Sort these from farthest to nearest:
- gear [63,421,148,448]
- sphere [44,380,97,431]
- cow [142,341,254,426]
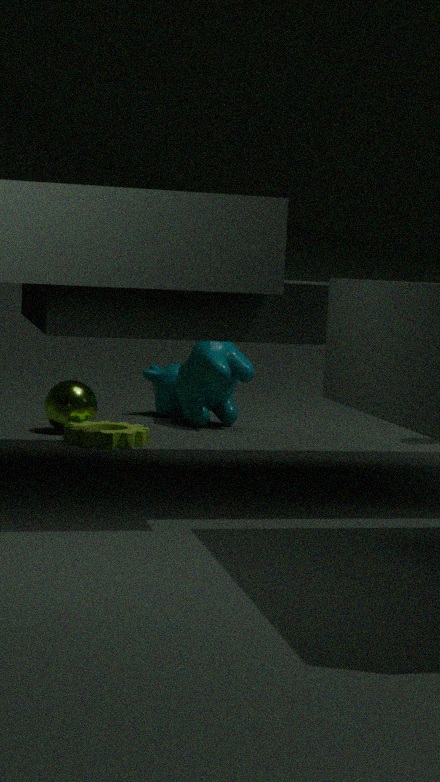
cow [142,341,254,426]
sphere [44,380,97,431]
gear [63,421,148,448]
